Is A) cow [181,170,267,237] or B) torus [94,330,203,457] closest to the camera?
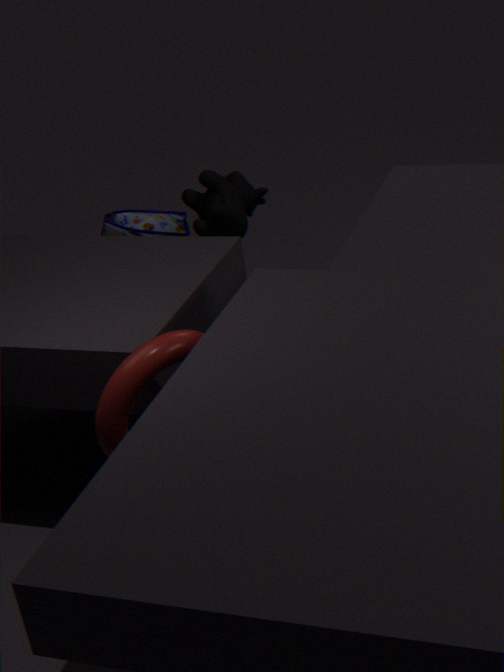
B. torus [94,330,203,457]
